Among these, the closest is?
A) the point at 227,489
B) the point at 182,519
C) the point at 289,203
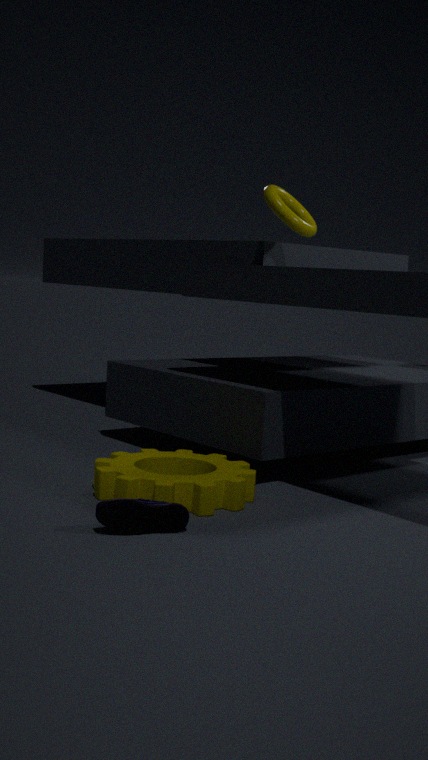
the point at 182,519
